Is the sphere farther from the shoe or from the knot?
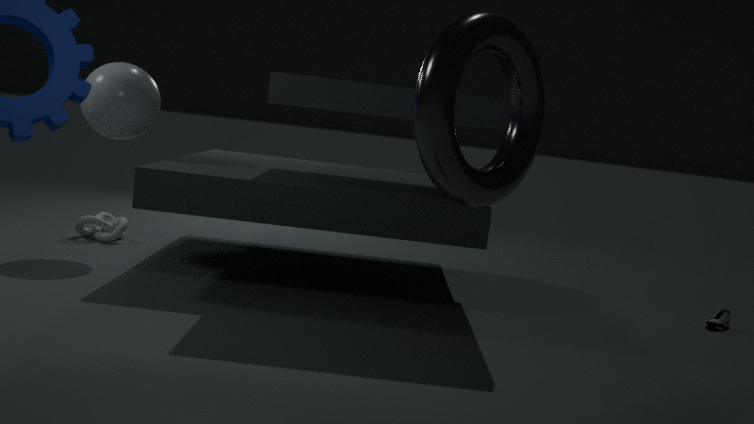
the shoe
